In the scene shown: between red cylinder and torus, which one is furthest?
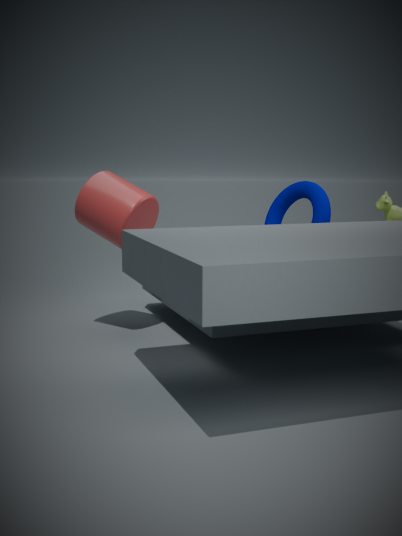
torus
